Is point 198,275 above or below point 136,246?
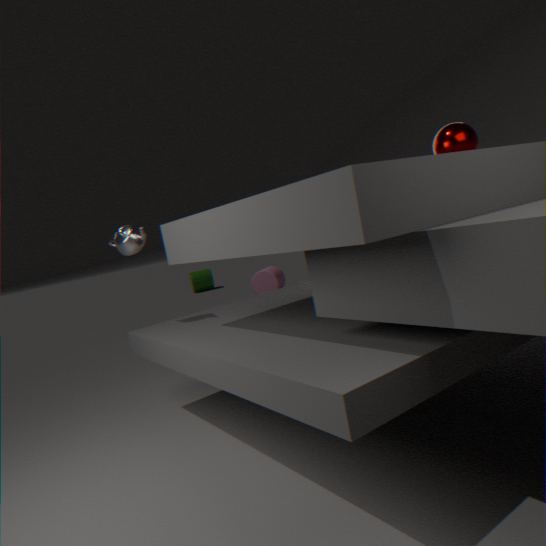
below
